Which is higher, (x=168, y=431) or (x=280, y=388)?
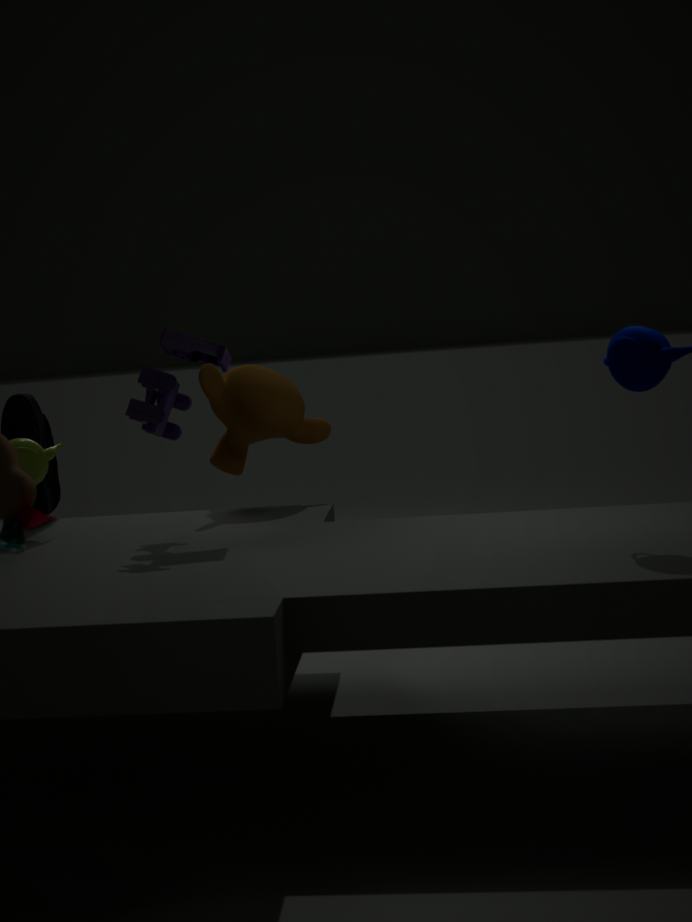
(x=168, y=431)
